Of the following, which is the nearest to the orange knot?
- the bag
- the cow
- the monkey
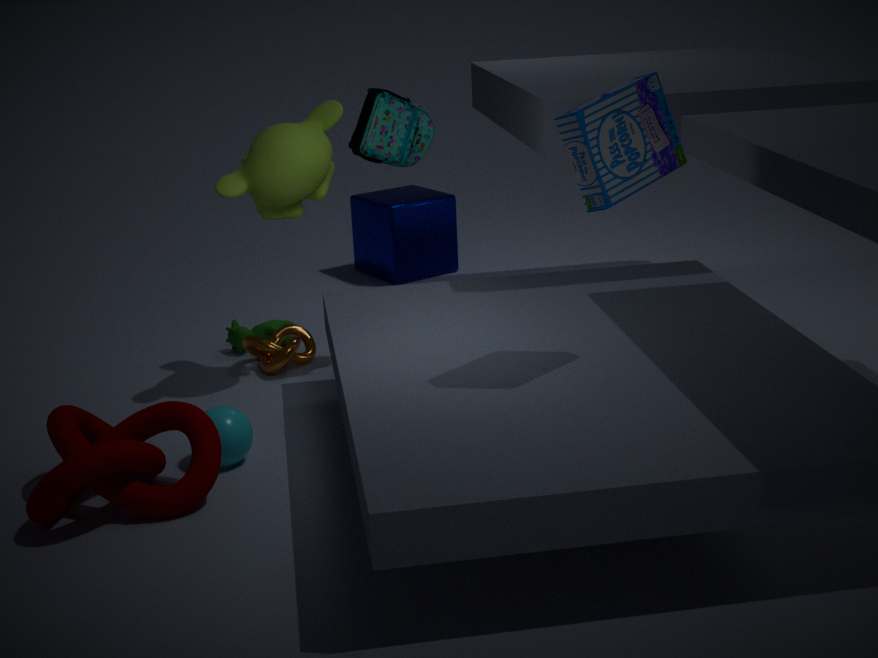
the cow
